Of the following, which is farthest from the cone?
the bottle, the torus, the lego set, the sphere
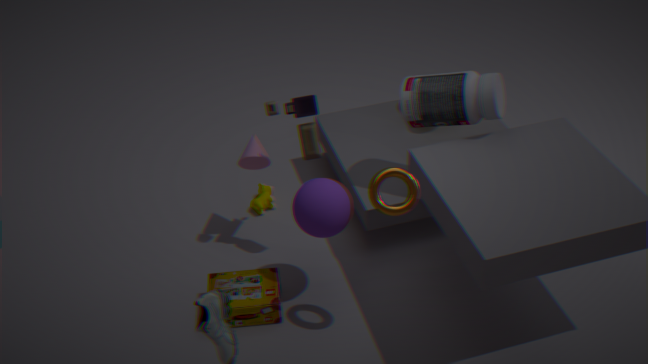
the torus
